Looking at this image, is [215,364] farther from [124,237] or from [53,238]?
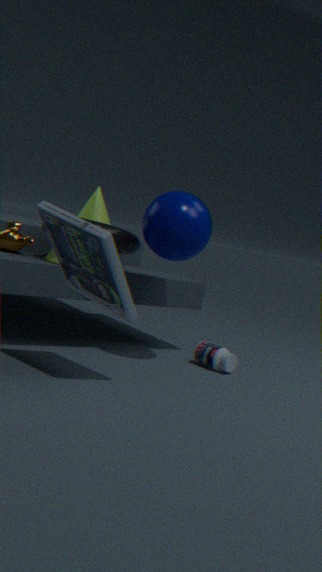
[53,238]
